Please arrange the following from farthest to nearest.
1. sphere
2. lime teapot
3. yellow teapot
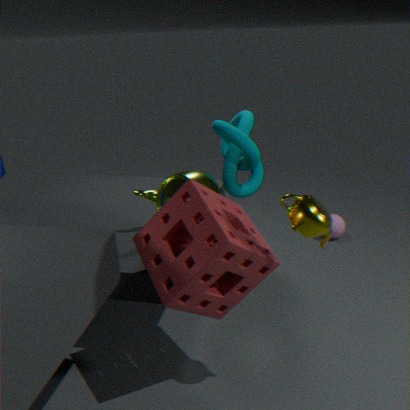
sphere
lime teapot
yellow teapot
